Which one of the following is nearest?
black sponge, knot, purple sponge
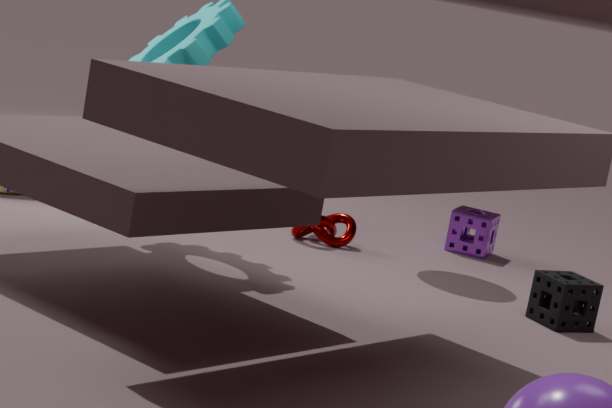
black sponge
